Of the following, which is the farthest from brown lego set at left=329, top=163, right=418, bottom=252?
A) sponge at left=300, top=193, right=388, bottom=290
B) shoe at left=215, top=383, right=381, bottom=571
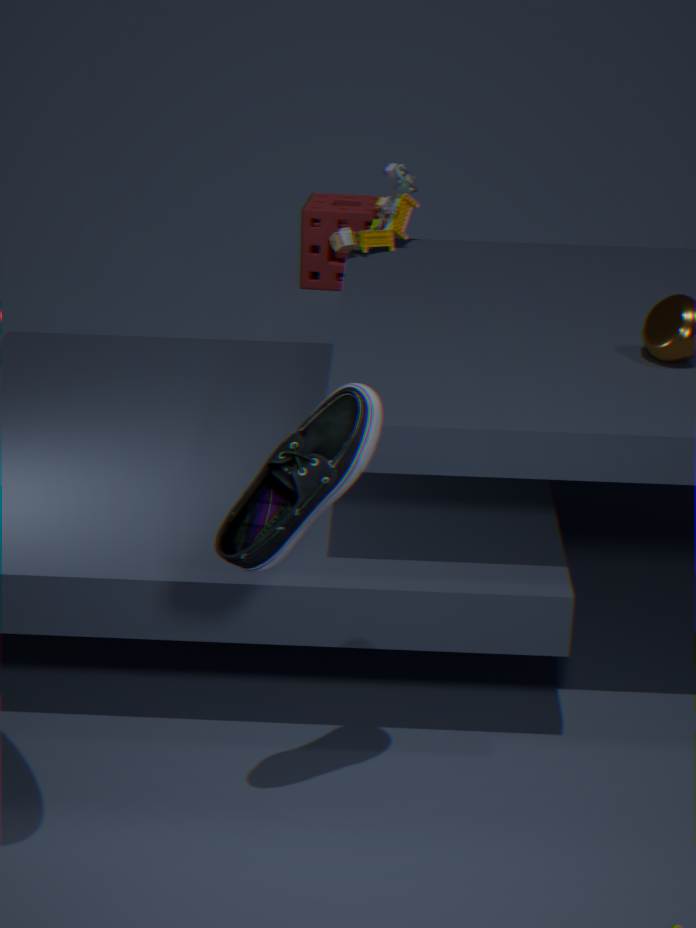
sponge at left=300, top=193, right=388, bottom=290
